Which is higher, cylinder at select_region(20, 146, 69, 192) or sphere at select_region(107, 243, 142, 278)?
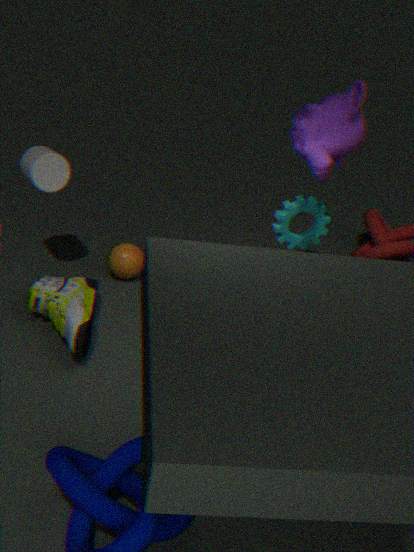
cylinder at select_region(20, 146, 69, 192)
